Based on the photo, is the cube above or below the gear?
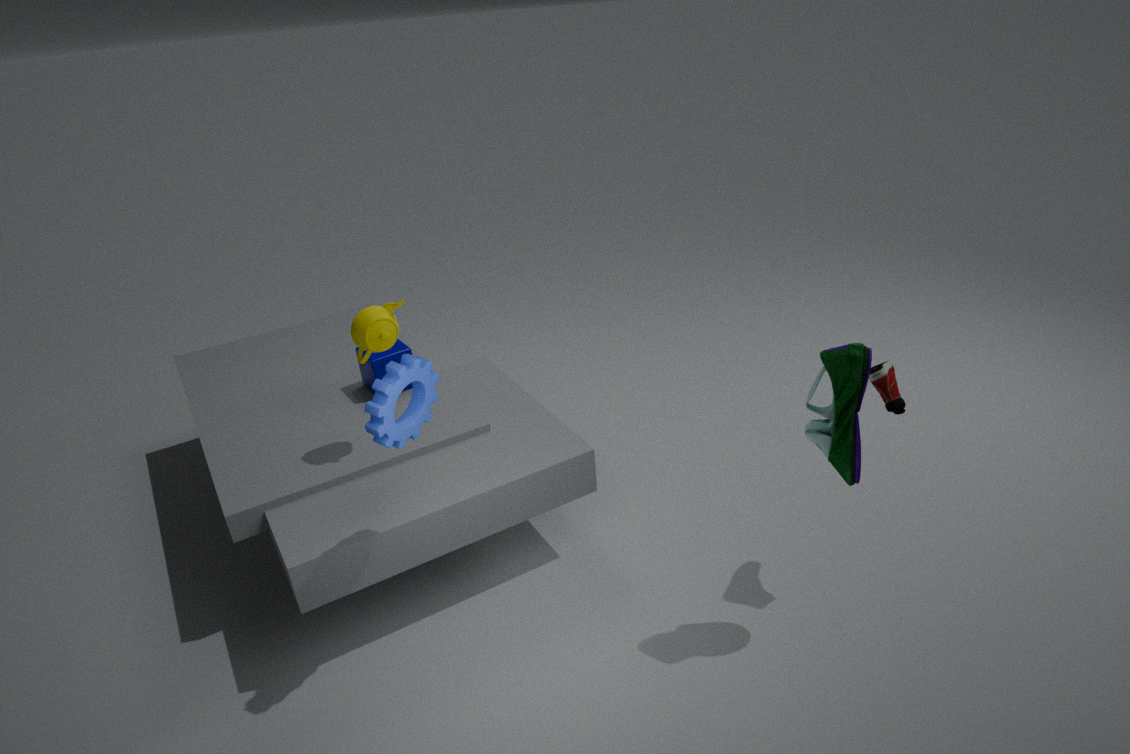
below
